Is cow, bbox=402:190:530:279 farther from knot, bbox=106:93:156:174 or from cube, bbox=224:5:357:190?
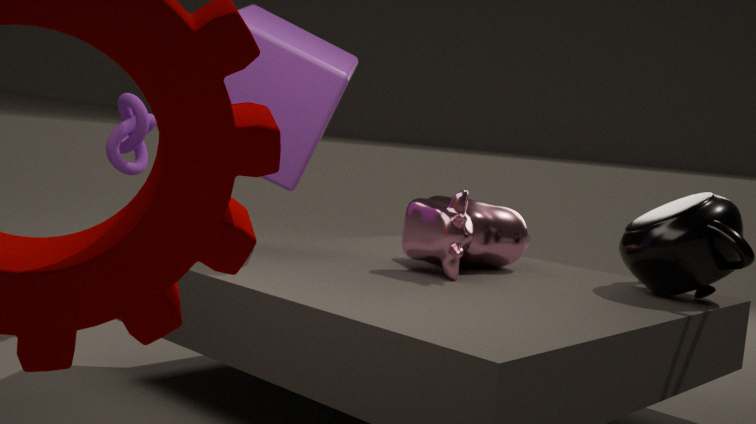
knot, bbox=106:93:156:174
